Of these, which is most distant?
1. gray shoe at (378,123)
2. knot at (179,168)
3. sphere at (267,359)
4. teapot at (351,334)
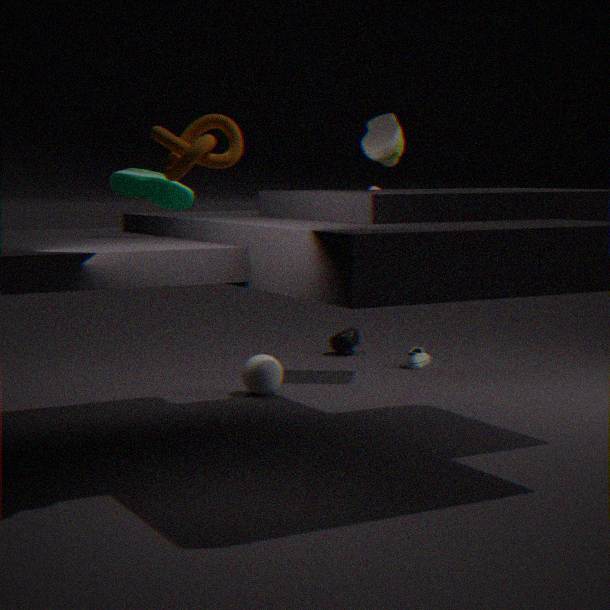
teapot at (351,334)
